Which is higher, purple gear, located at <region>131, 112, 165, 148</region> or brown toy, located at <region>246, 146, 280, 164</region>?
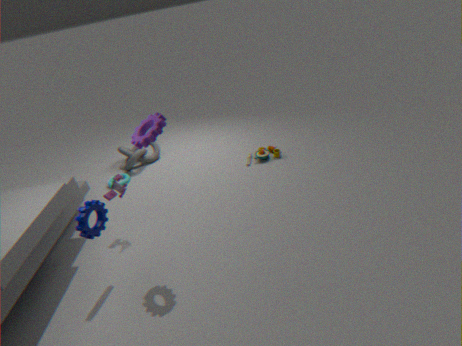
purple gear, located at <region>131, 112, 165, 148</region>
